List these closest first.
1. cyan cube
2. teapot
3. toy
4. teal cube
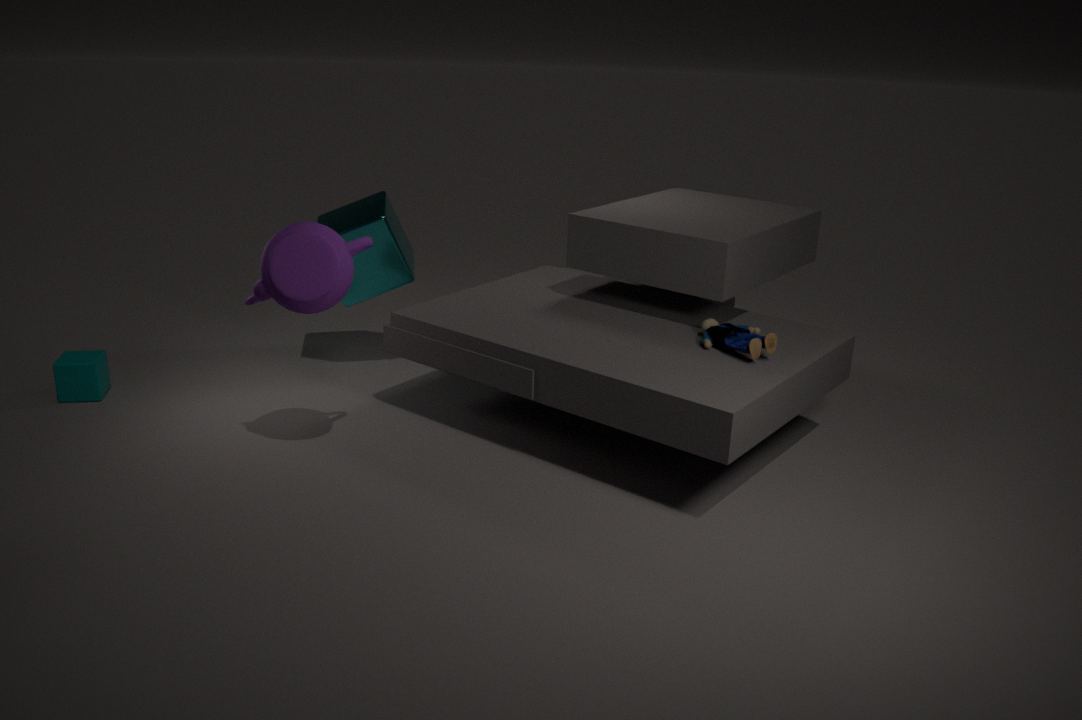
teapot → toy → teal cube → cyan cube
